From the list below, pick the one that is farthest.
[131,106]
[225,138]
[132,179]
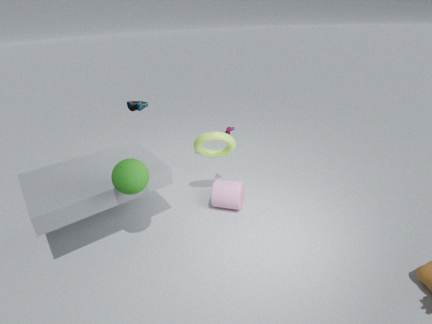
[131,106]
